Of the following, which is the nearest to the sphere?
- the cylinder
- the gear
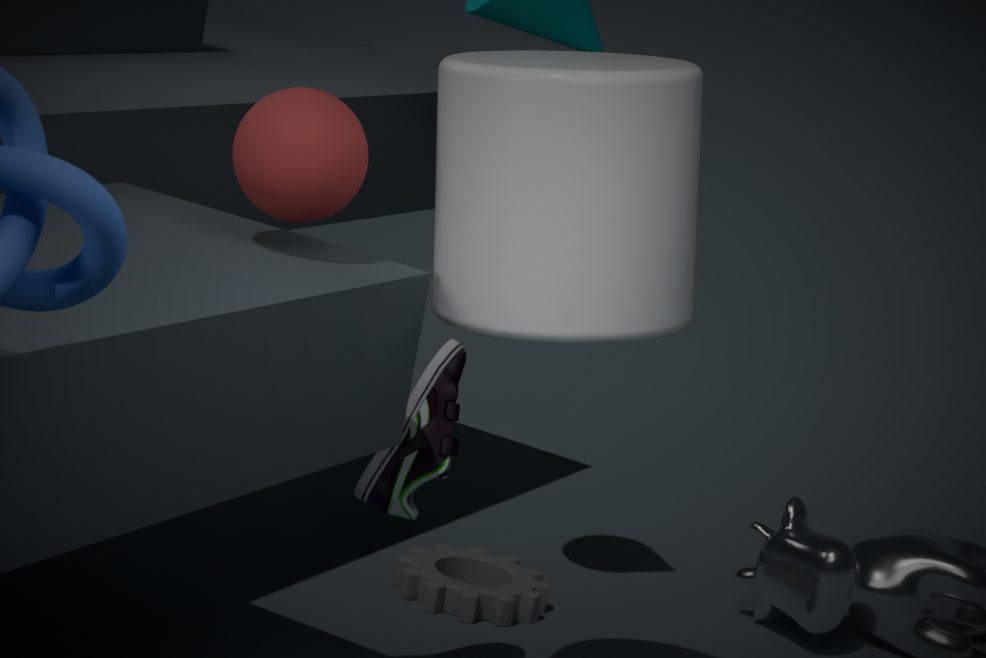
the cylinder
